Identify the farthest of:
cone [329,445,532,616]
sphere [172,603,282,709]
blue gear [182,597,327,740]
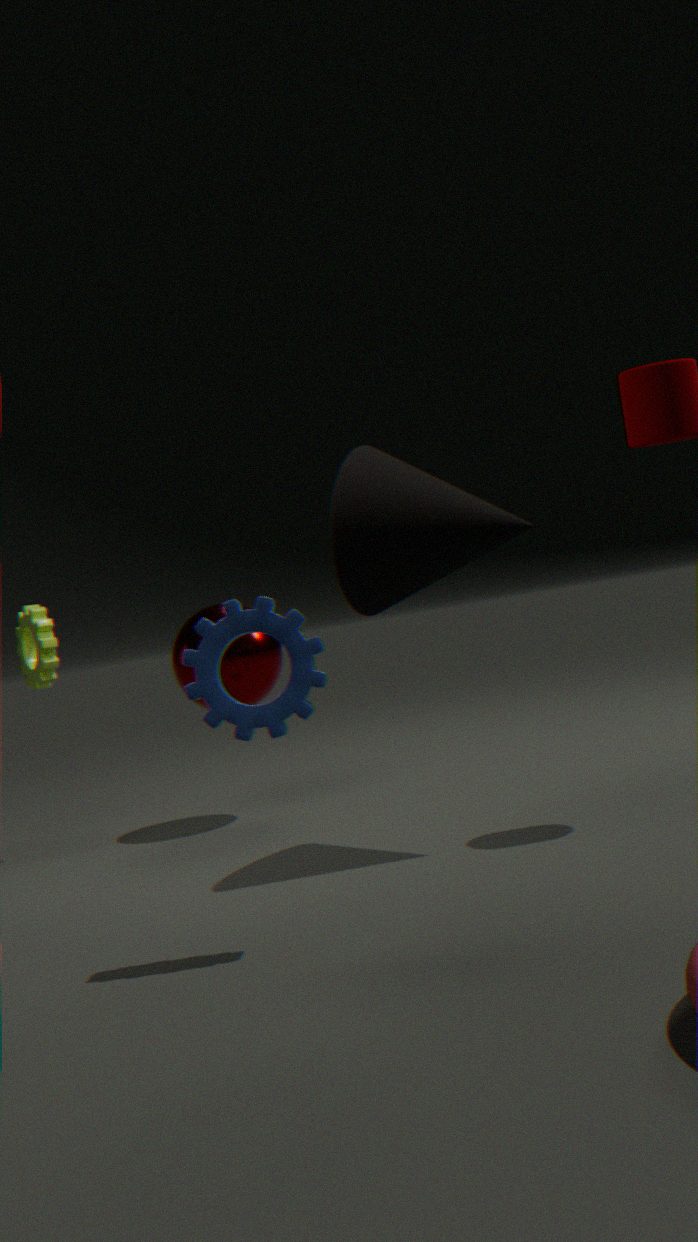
sphere [172,603,282,709]
